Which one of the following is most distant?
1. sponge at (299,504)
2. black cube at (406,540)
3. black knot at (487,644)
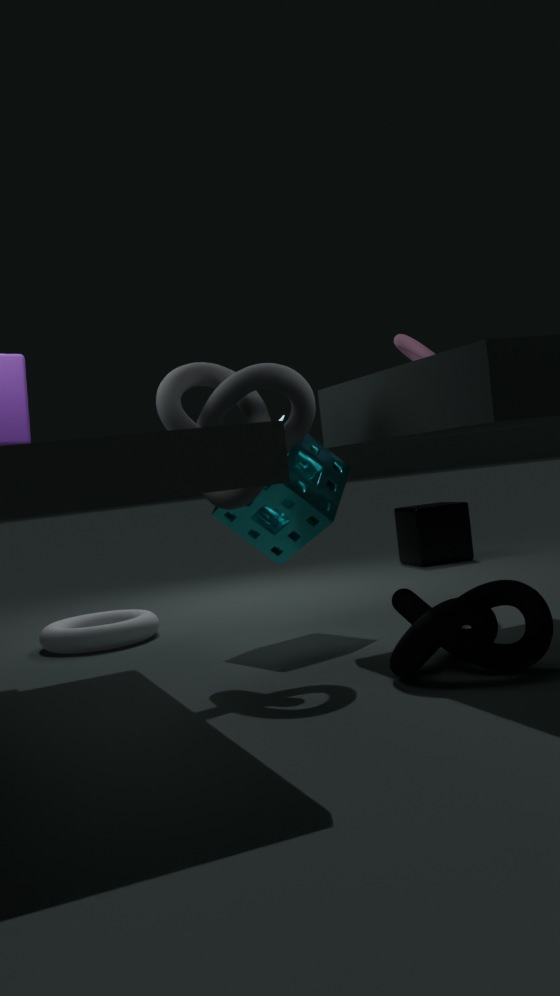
black cube at (406,540)
